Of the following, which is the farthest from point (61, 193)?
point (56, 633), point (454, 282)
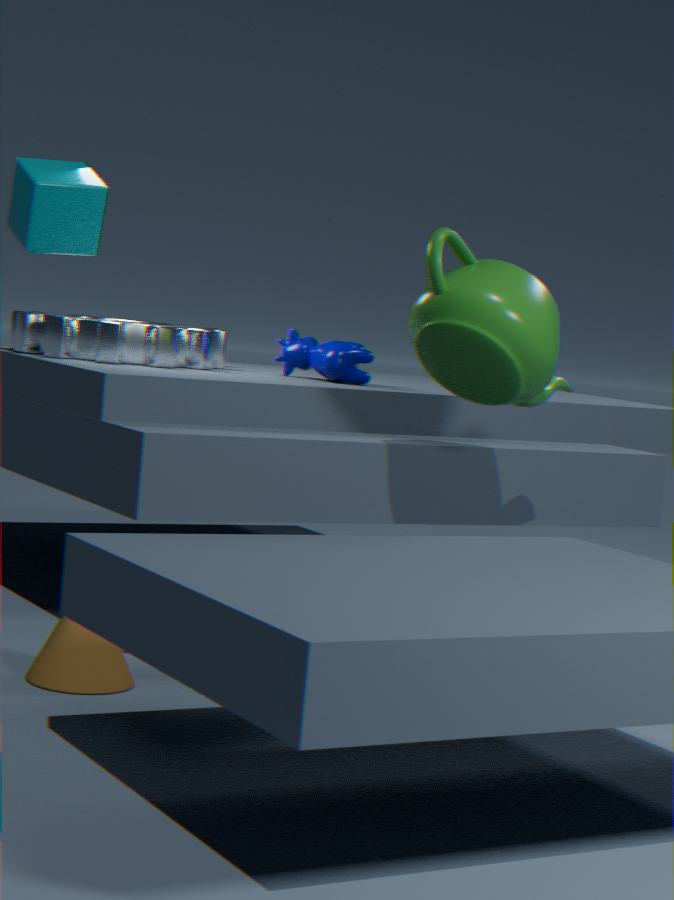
point (56, 633)
